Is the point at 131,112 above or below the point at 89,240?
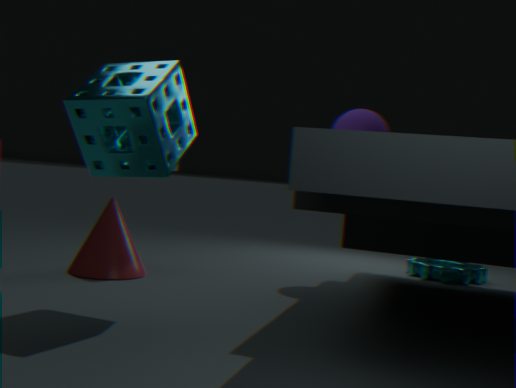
above
